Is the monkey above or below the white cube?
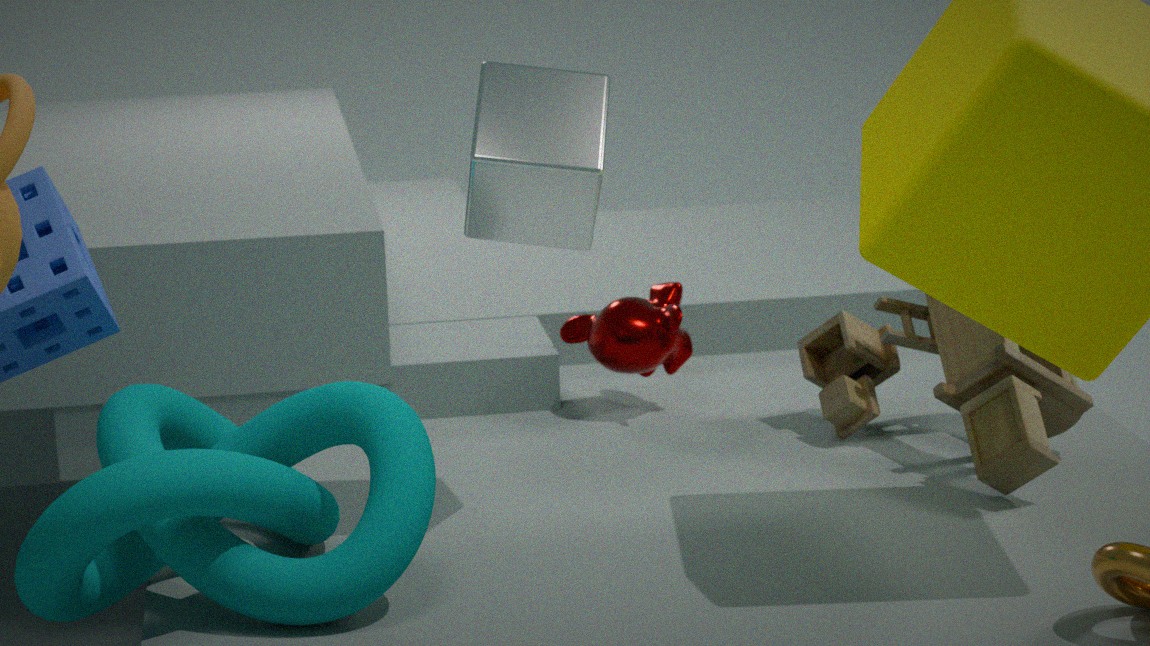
below
